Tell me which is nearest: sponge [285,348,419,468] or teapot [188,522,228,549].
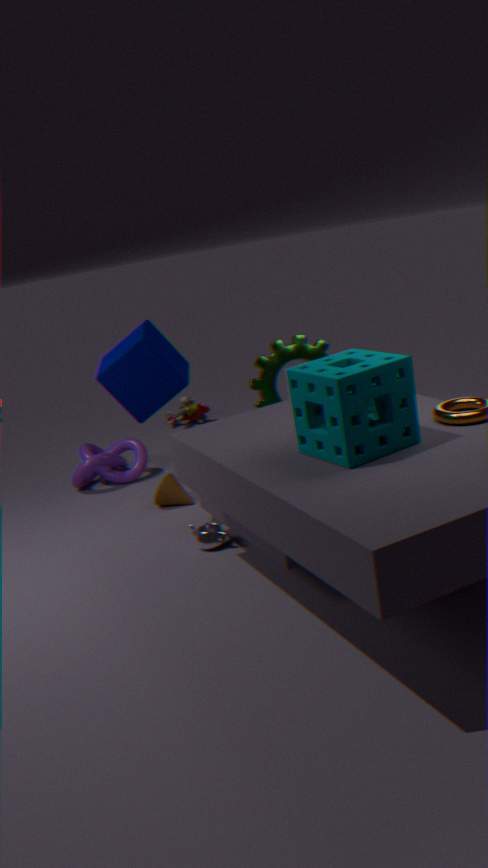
sponge [285,348,419,468]
